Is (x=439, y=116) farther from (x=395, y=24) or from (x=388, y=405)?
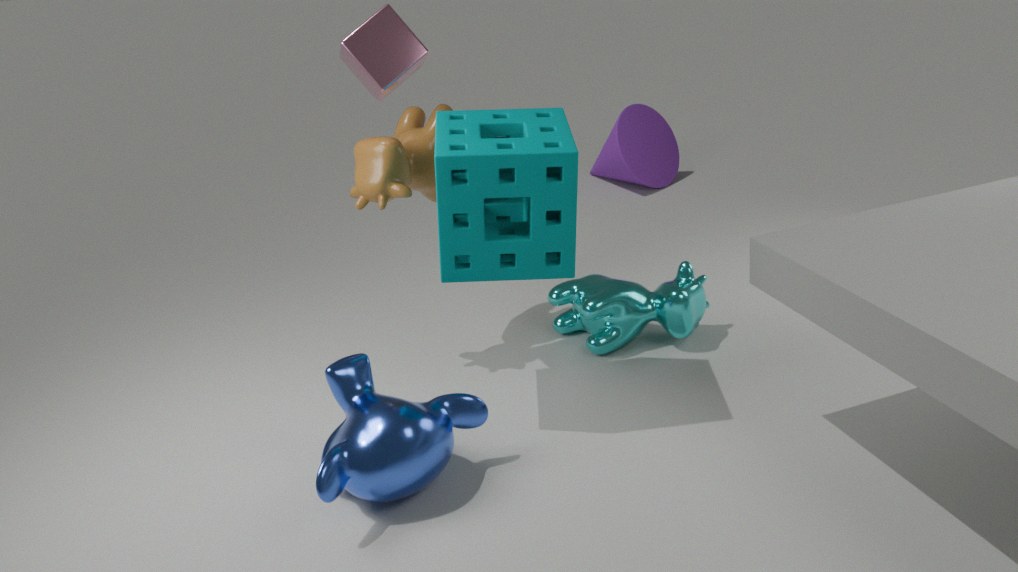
(x=388, y=405)
